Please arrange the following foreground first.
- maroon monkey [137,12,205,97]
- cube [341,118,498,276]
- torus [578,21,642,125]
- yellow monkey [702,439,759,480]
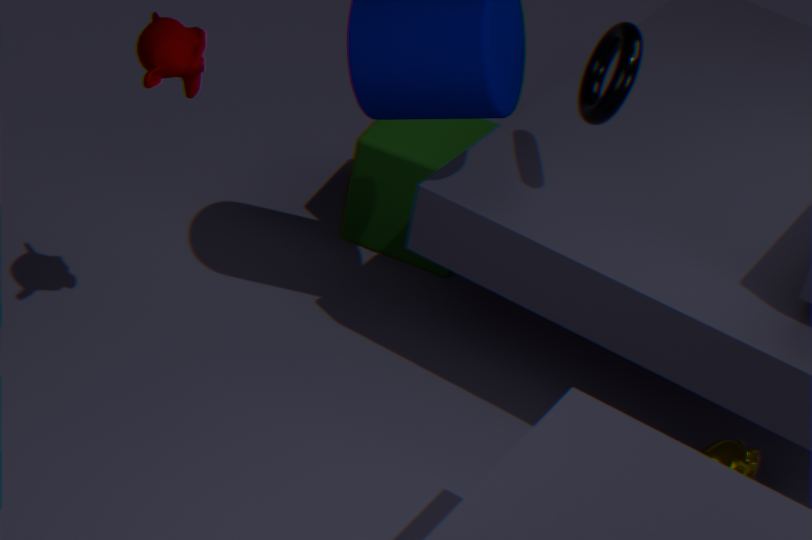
maroon monkey [137,12,205,97], torus [578,21,642,125], yellow monkey [702,439,759,480], cube [341,118,498,276]
